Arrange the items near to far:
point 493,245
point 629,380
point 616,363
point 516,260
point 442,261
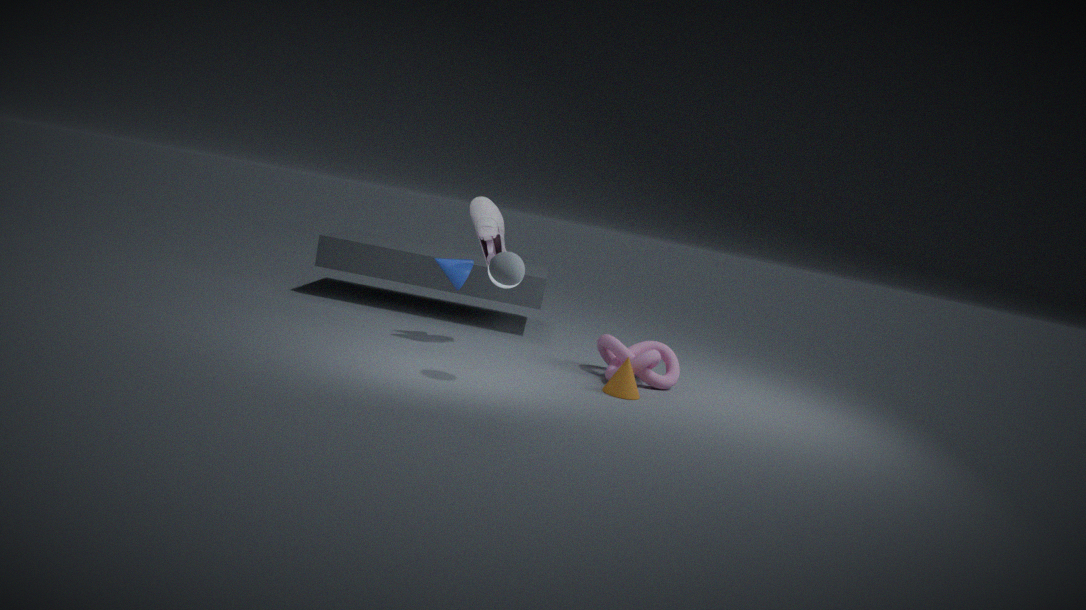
point 516,260, point 629,380, point 493,245, point 616,363, point 442,261
